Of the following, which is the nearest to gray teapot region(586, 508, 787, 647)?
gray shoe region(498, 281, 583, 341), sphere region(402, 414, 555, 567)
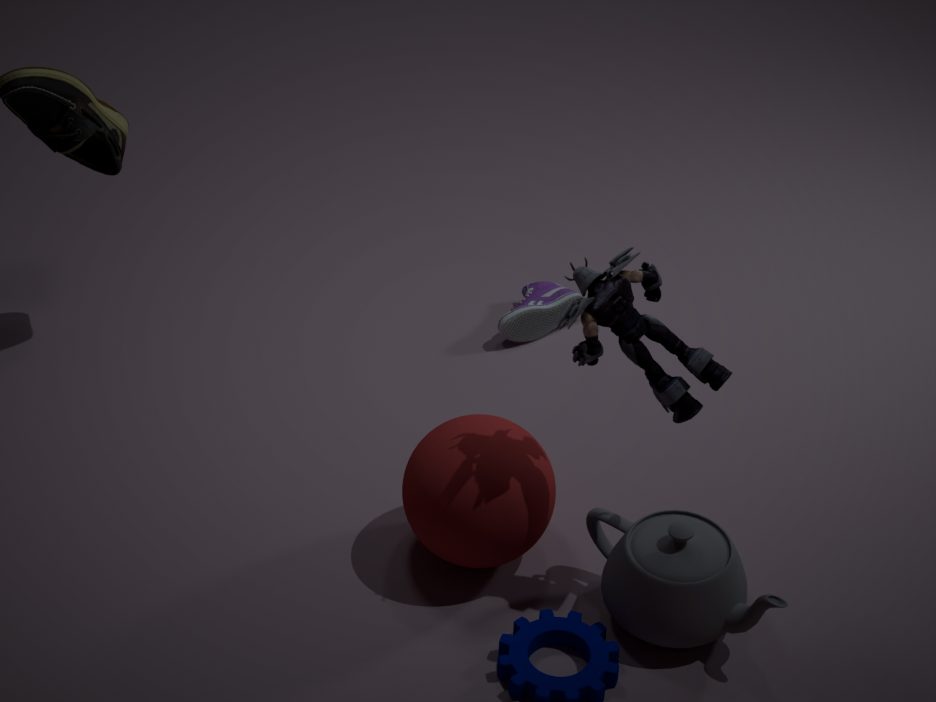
sphere region(402, 414, 555, 567)
